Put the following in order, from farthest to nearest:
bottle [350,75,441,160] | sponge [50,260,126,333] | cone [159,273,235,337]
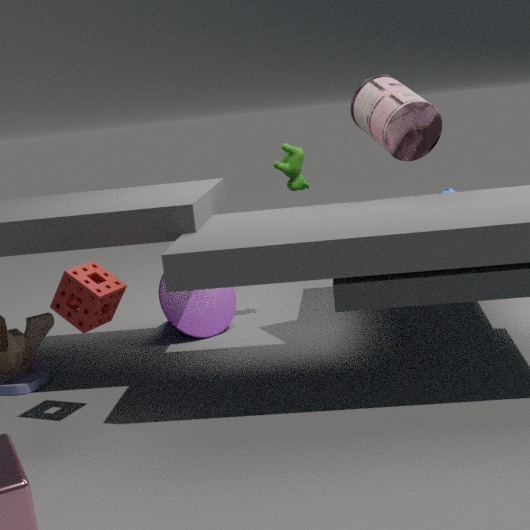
cone [159,273,235,337] → bottle [350,75,441,160] → sponge [50,260,126,333]
